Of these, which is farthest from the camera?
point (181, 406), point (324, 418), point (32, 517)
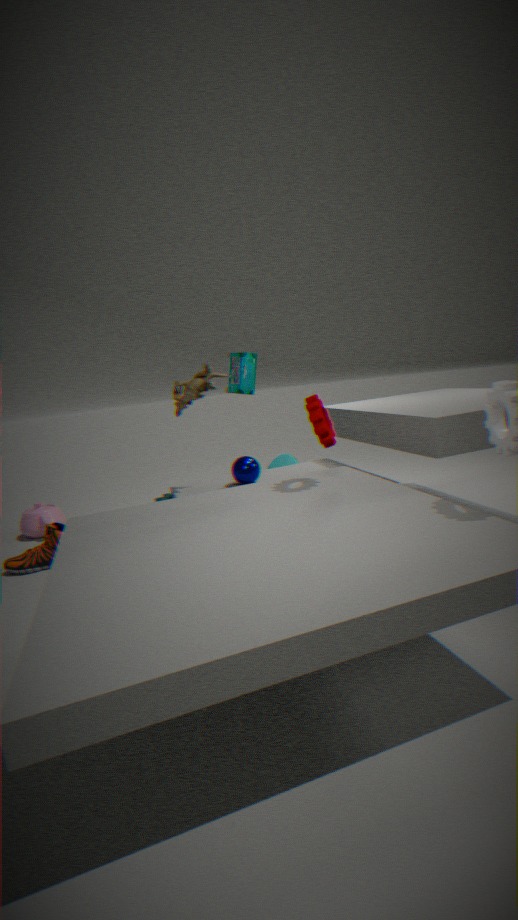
point (32, 517)
